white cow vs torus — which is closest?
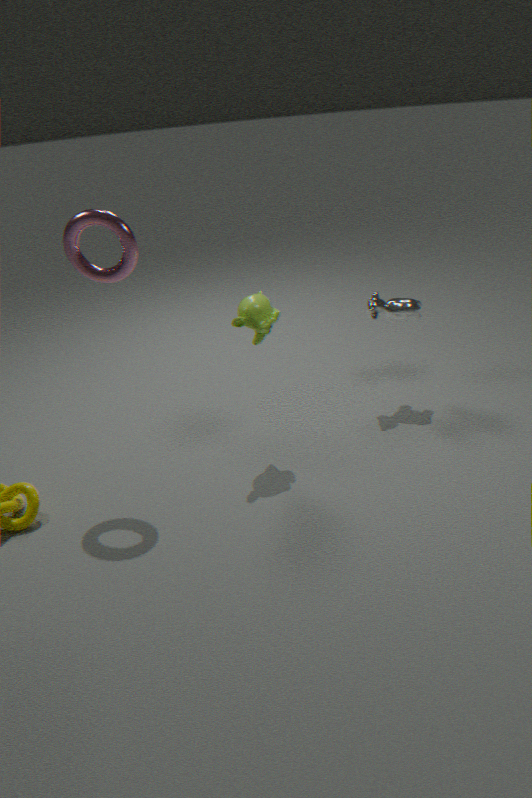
torus
